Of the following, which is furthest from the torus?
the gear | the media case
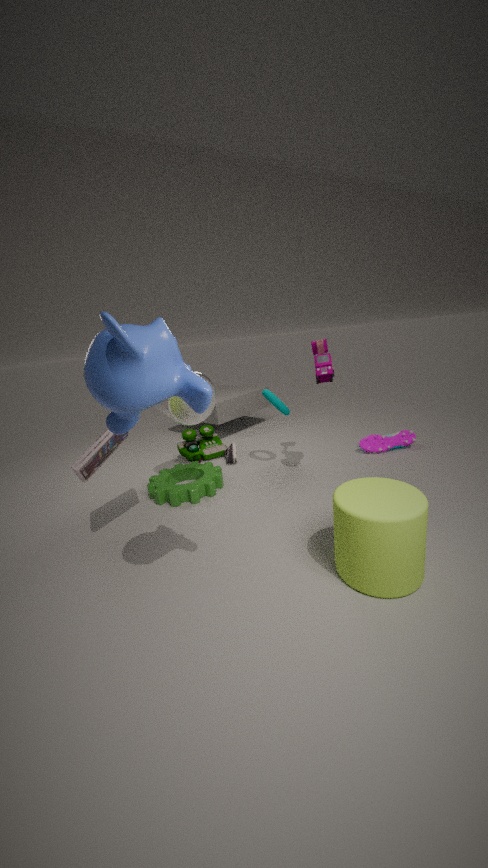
the media case
